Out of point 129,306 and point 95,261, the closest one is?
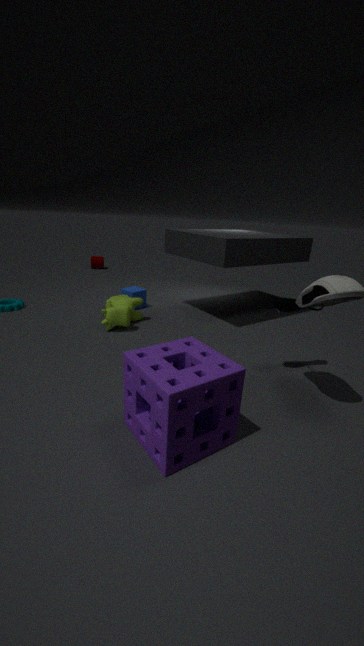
point 129,306
